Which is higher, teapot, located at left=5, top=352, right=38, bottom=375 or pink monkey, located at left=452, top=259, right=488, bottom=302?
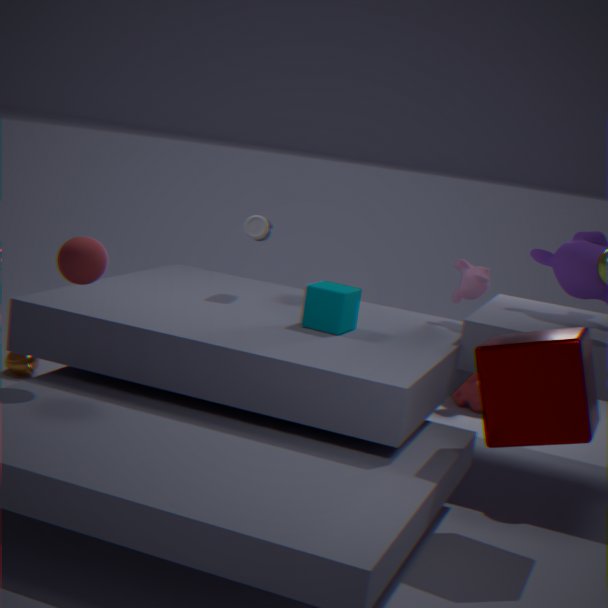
pink monkey, located at left=452, top=259, right=488, bottom=302
